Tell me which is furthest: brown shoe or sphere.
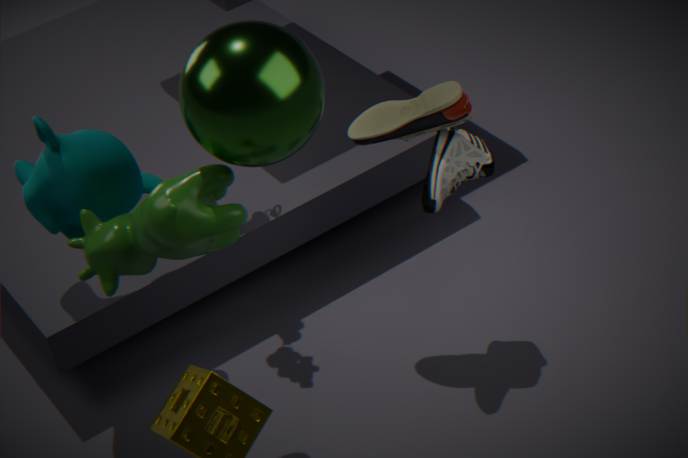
brown shoe
